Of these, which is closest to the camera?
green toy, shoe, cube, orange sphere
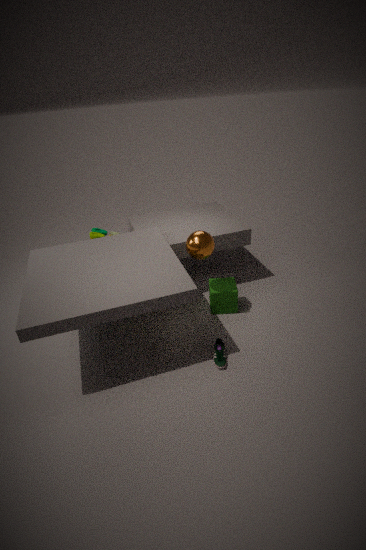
shoe
